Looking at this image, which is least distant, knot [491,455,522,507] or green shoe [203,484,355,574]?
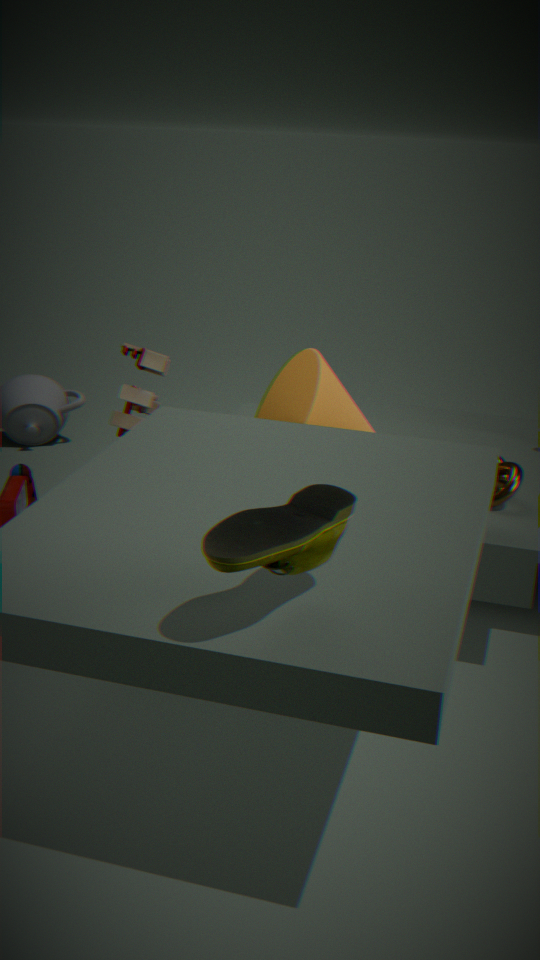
green shoe [203,484,355,574]
